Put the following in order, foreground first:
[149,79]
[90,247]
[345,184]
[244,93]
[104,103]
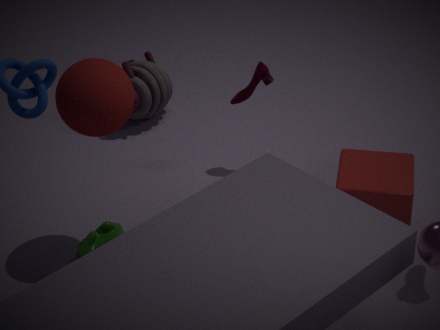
[104,103], [90,247], [345,184], [244,93], [149,79]
